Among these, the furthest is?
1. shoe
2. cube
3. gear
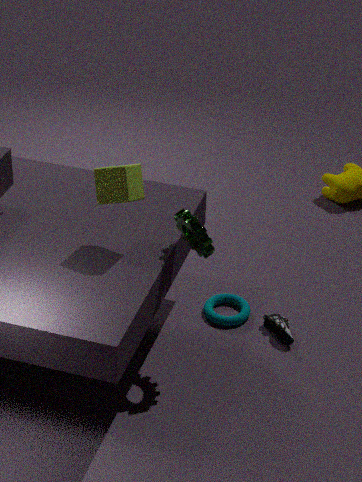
shoe
